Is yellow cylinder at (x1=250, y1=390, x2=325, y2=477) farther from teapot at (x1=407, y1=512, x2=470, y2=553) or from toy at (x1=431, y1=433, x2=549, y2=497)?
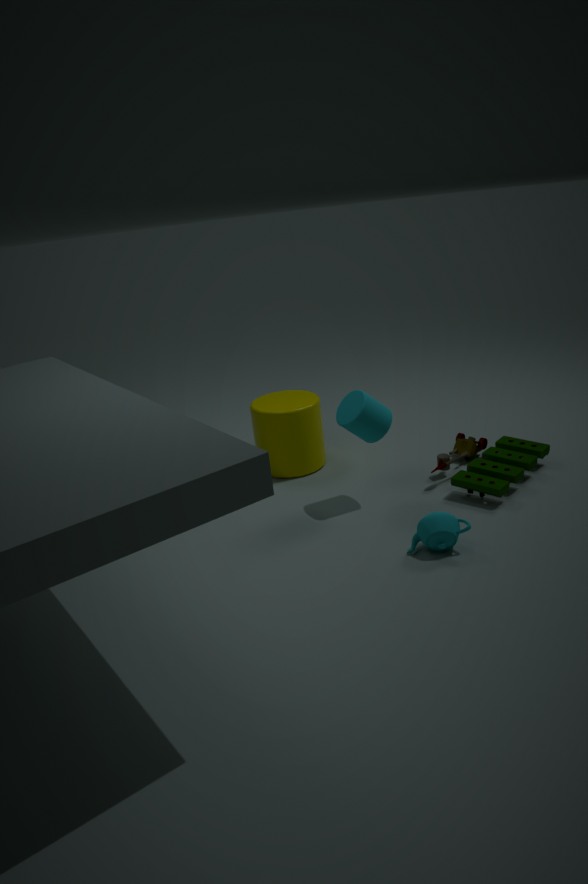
teapot at (x1=407, y1=512, x2=470, y2=553)
